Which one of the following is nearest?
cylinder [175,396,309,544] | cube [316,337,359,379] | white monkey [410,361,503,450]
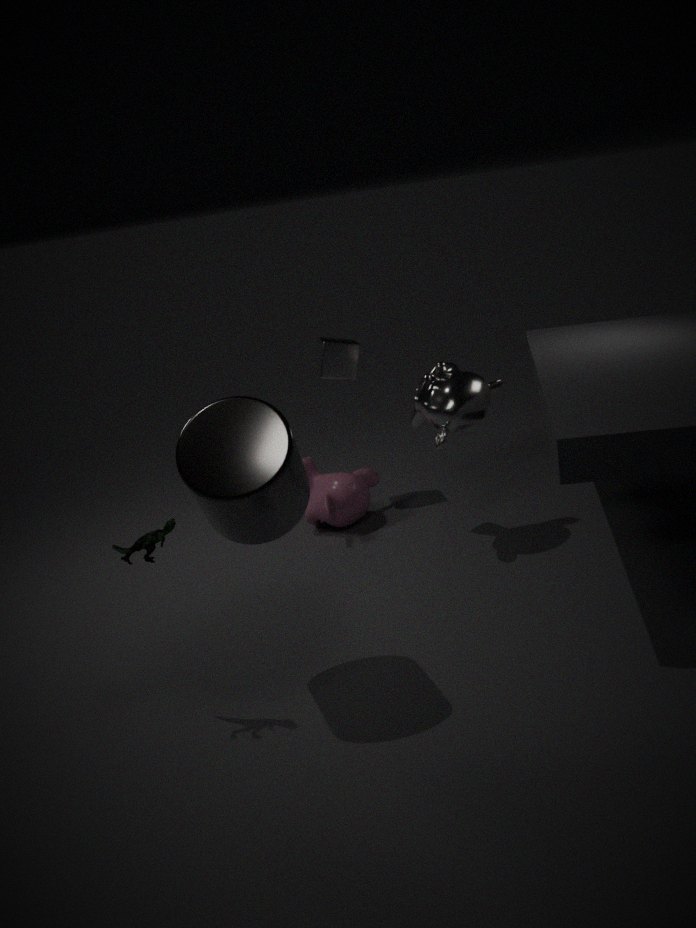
cylinder [175,396,309,544]
